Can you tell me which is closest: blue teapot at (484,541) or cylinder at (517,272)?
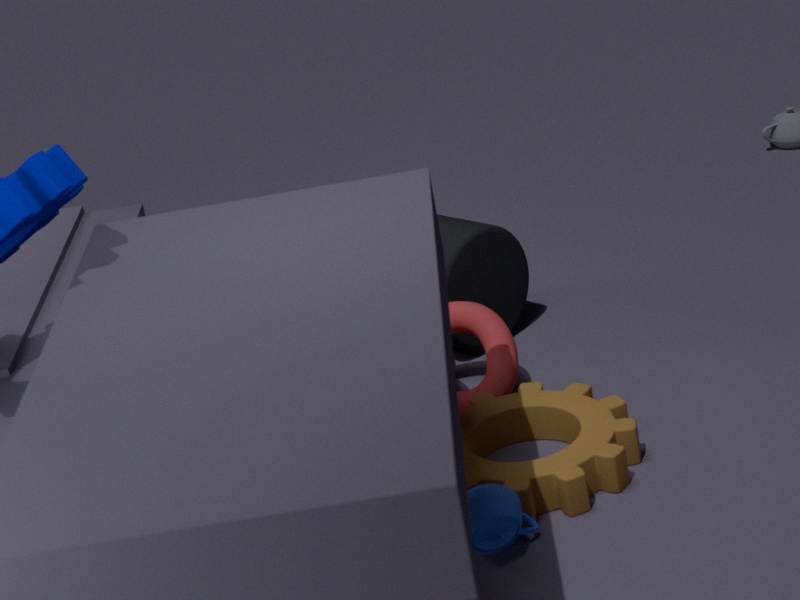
blue teapot at (484,541)
